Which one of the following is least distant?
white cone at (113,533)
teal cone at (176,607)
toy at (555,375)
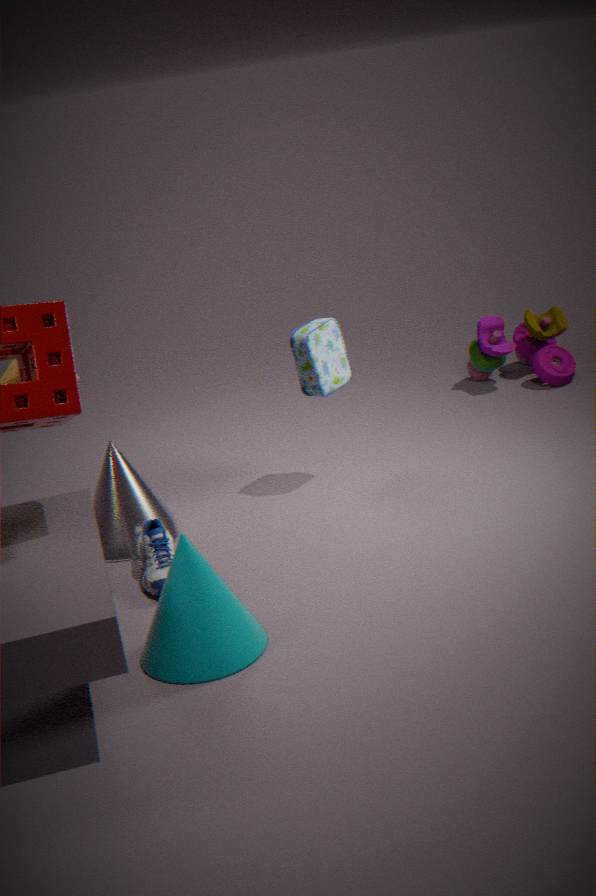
teal cone at (176,607)
